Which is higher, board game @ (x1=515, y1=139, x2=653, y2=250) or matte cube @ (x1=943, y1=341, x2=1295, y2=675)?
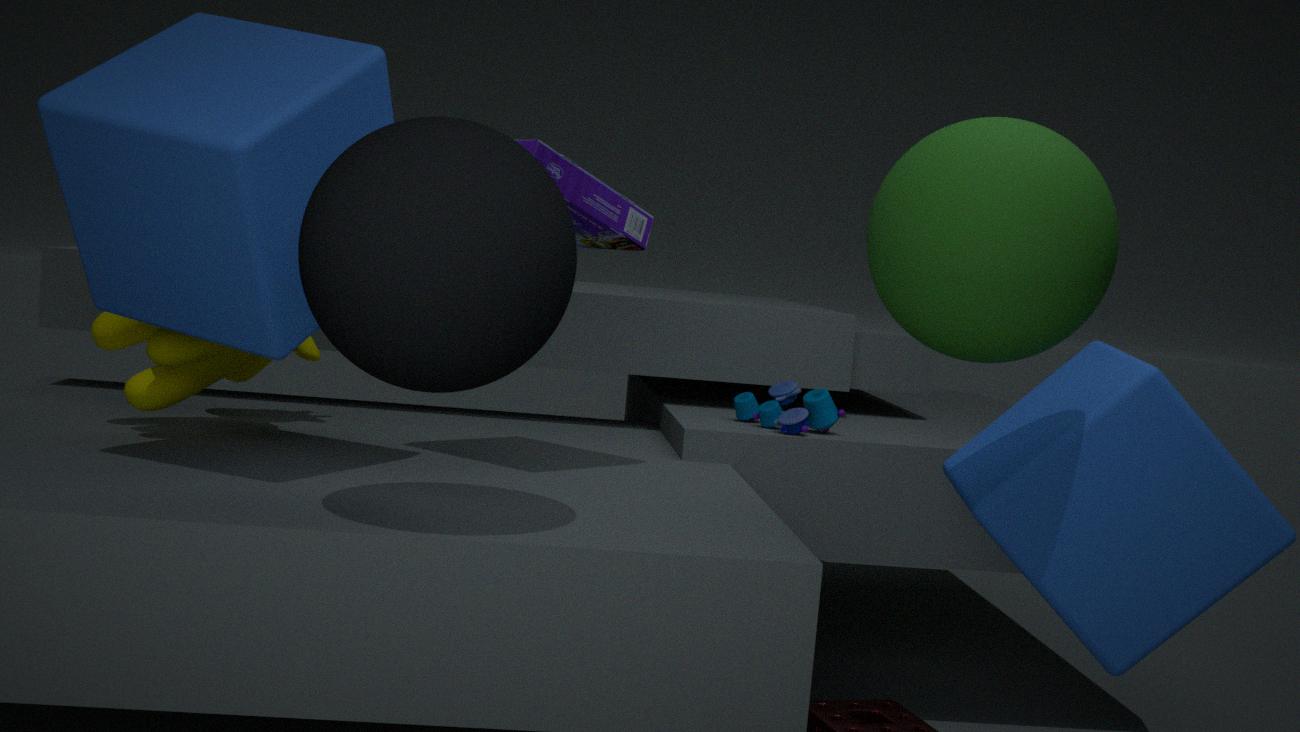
board game @ (x1=515, y1=139, x2=653, y2=250)
